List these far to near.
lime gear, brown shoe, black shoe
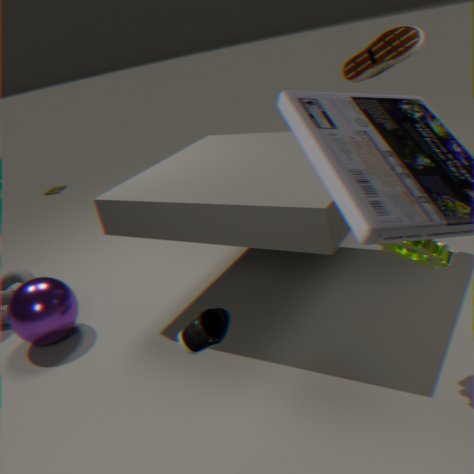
brown shoe → lime gear → black shoe
